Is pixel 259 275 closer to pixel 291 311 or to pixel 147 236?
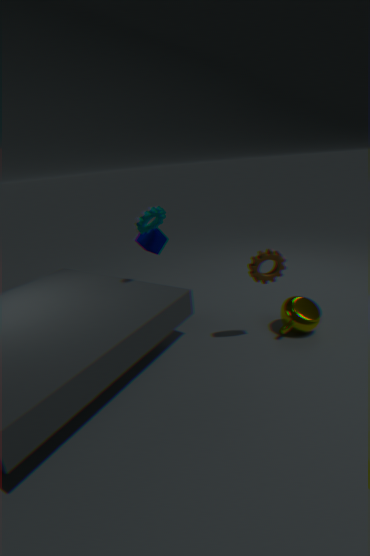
pixel 291 311
